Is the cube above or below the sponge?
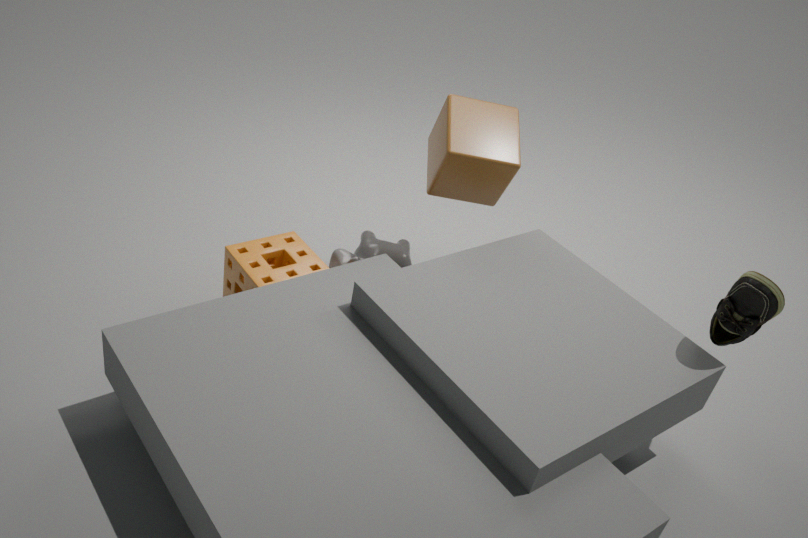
above
